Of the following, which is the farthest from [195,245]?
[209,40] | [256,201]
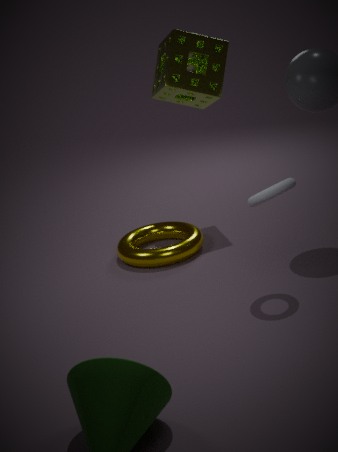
[209,40]
